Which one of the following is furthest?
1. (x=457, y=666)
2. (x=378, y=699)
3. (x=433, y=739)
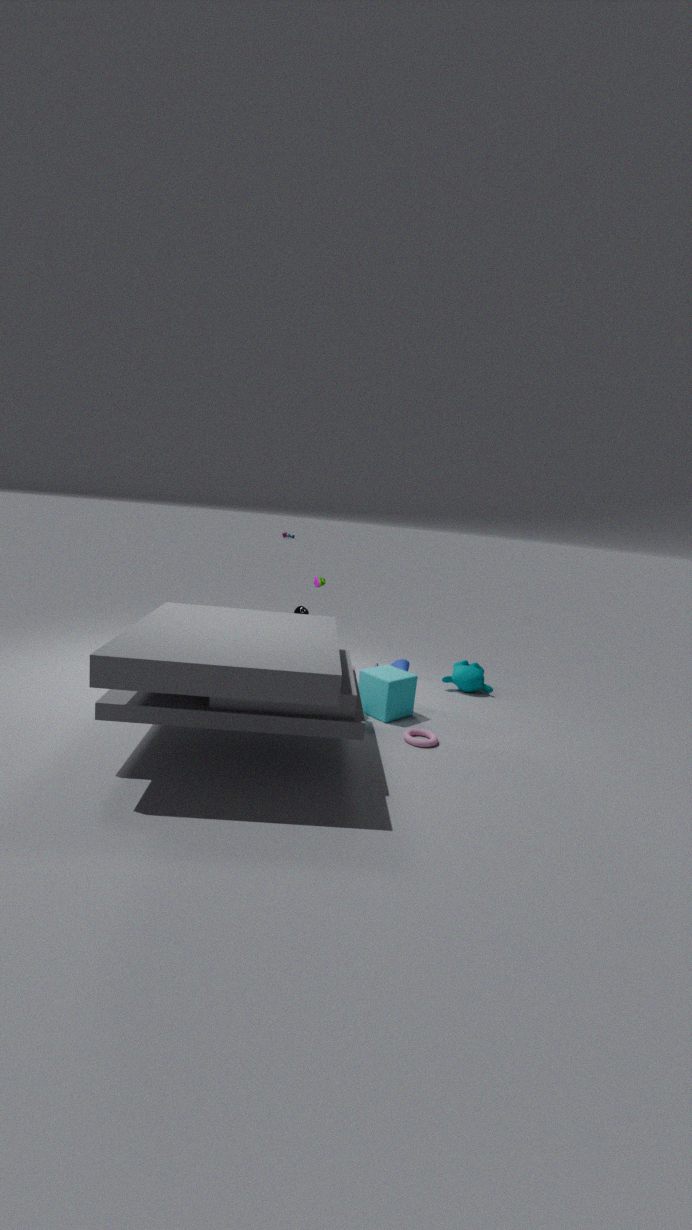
(x=457, y=666)
